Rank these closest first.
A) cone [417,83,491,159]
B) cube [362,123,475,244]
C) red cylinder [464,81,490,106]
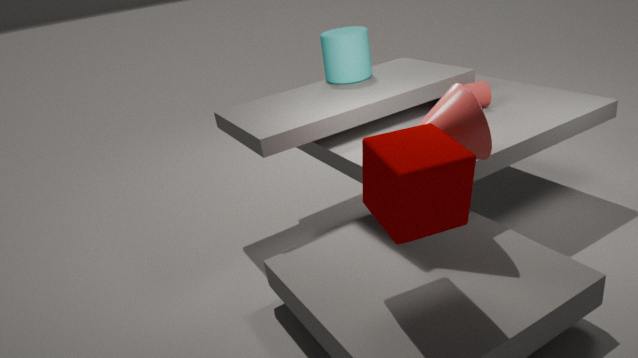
cube [362,123,475,244], cone [417,83,491,159], red cylinder [464,81,490,106]
